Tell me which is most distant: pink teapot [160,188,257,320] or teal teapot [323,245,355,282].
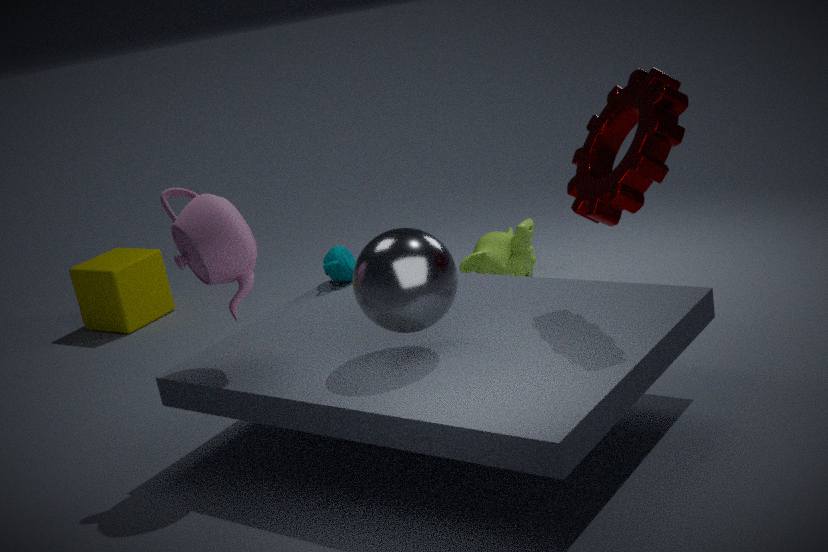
teal teapot [323,245,355,282]
